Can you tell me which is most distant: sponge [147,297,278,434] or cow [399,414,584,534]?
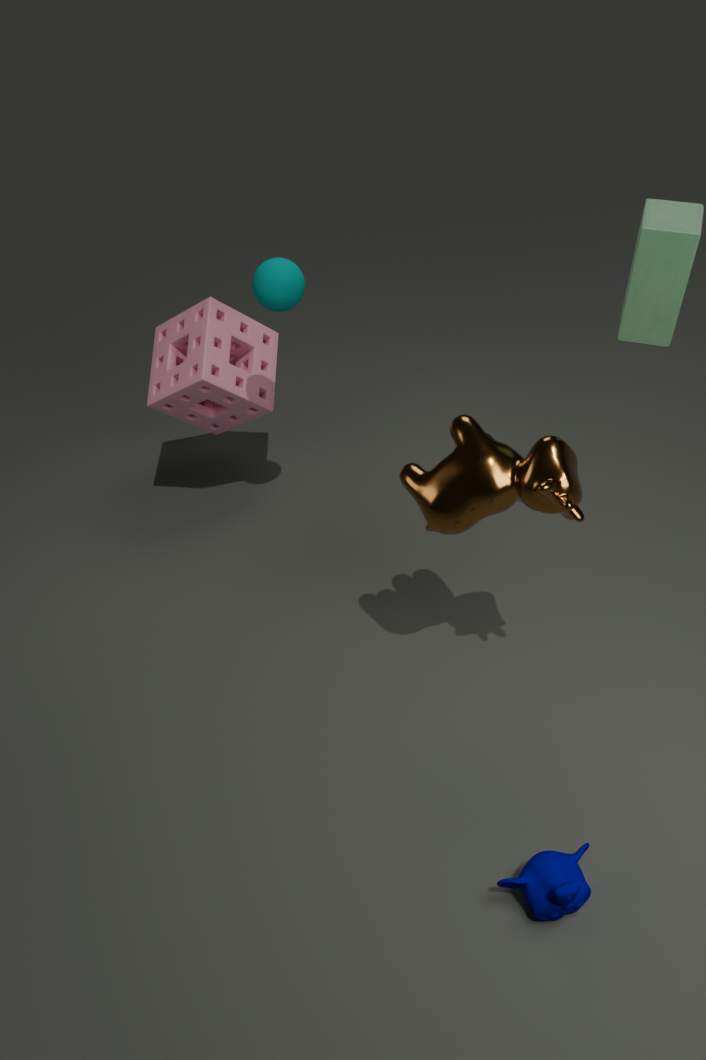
sponge [147,297,278,434]
